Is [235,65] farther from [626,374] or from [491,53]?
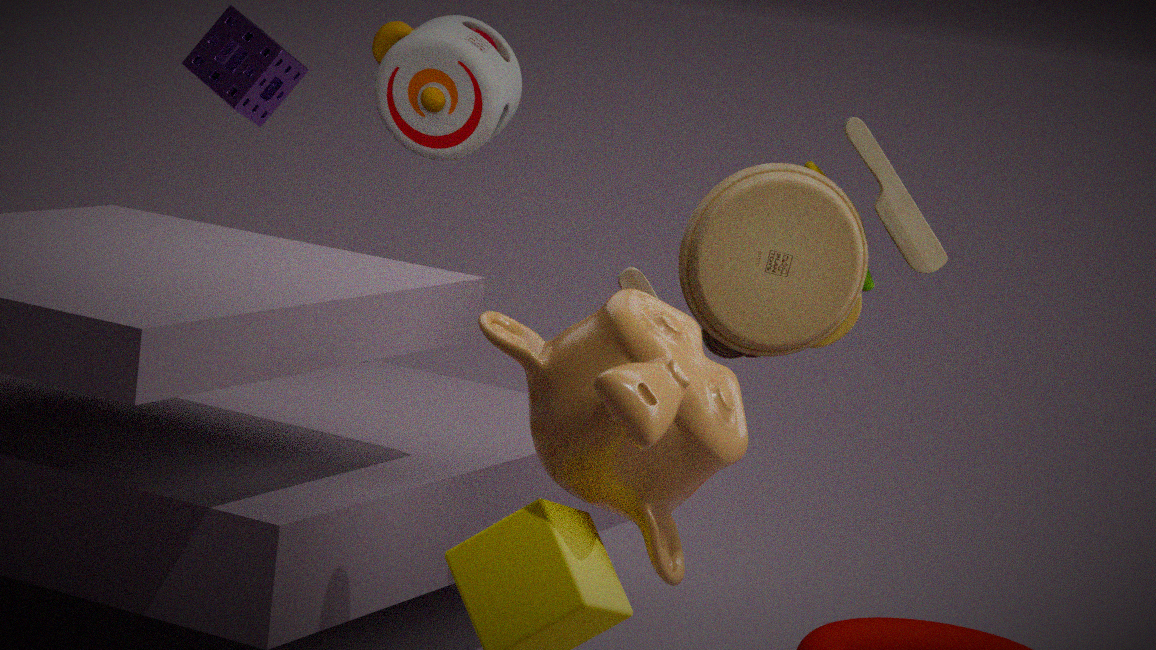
[626,374]
